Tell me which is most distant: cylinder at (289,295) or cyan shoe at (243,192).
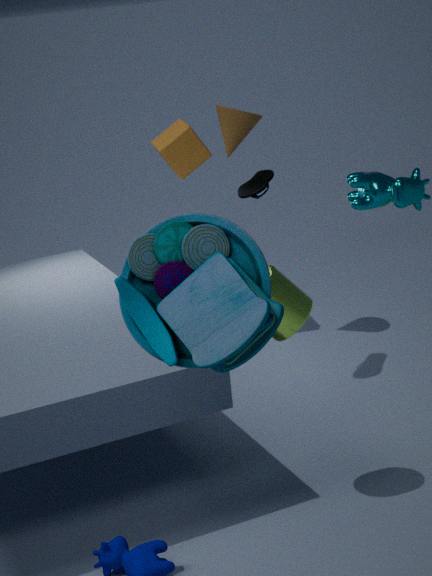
cyan shoe at (243,192)
